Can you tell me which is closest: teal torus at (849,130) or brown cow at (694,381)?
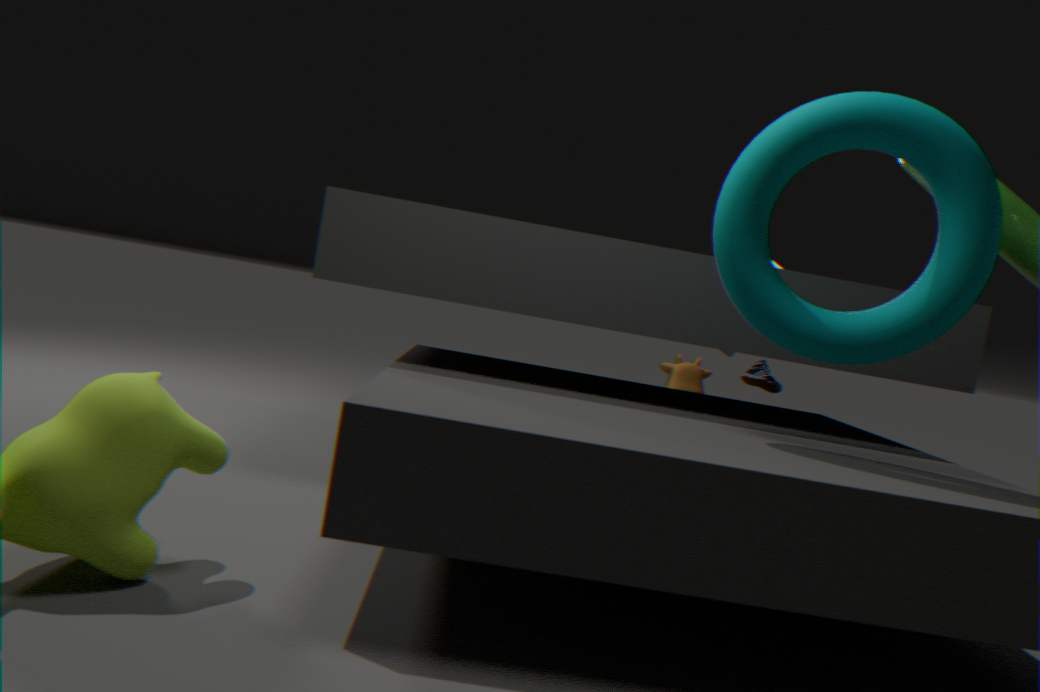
teal torus at (849,130)
